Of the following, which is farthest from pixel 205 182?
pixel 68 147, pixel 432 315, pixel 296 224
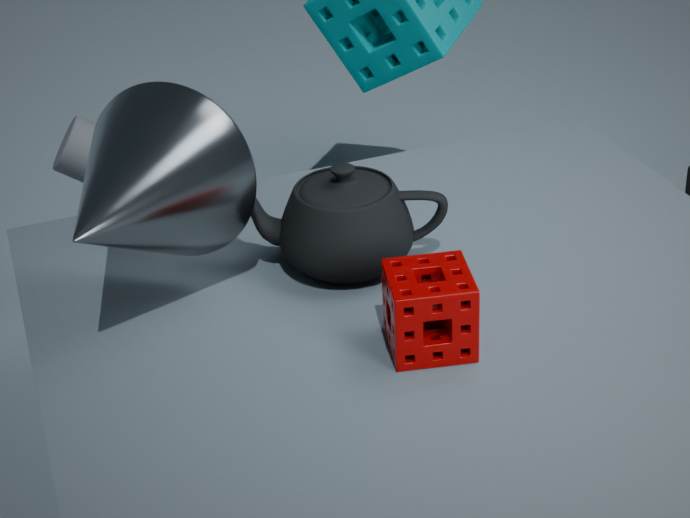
pixel 68 147
